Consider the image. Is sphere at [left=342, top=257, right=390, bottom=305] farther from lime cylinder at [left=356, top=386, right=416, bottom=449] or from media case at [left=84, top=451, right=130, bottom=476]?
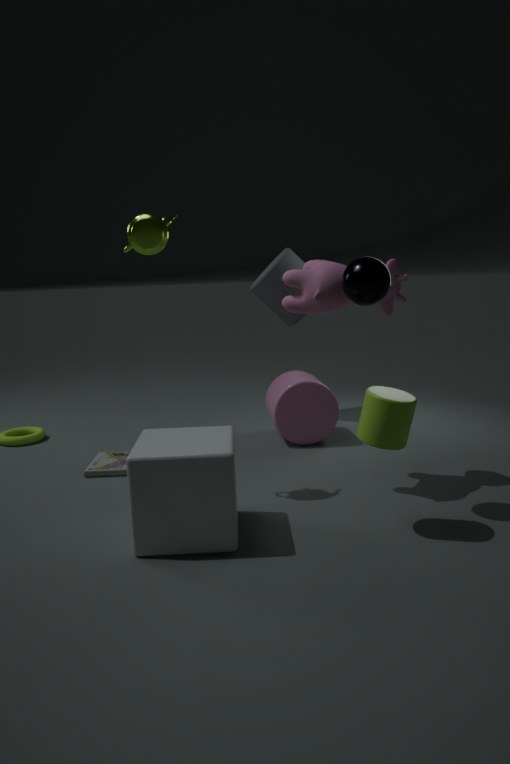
media case at [left=84, top=451, right=130, bottom=476]
